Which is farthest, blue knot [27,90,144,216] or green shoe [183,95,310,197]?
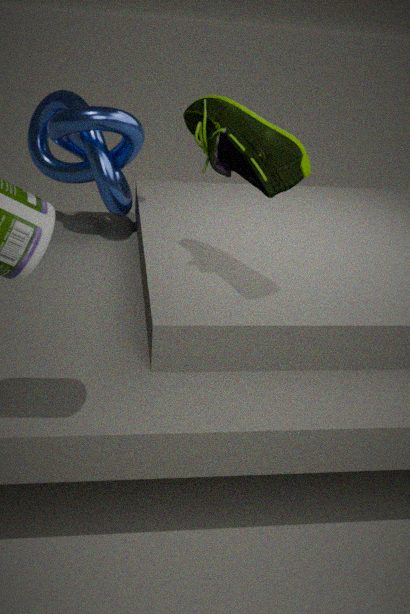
blue knot [27,90,144,216]
